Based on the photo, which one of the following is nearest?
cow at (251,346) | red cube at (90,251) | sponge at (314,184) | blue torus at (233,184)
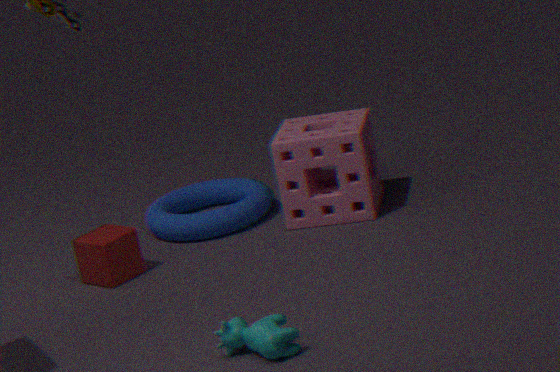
cow at (251,346)
